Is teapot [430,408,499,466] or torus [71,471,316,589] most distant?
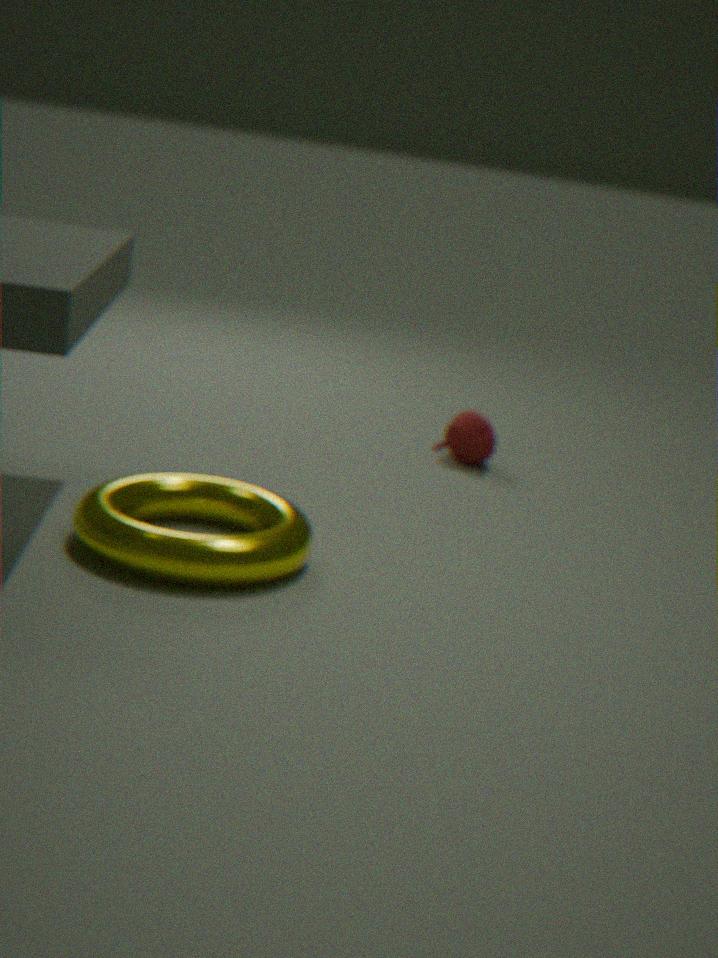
teapot [430,408,499,466]
